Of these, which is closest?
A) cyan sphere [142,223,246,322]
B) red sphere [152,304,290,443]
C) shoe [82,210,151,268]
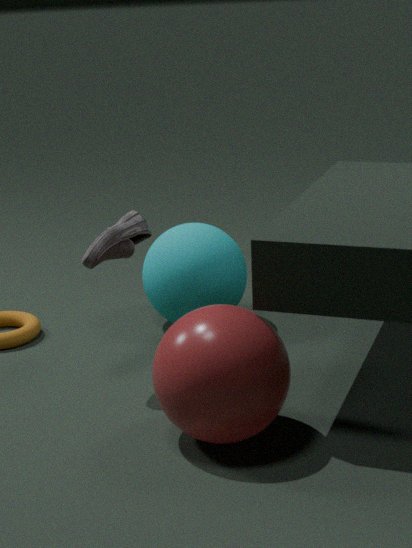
red sphere [152,304,290,443]
